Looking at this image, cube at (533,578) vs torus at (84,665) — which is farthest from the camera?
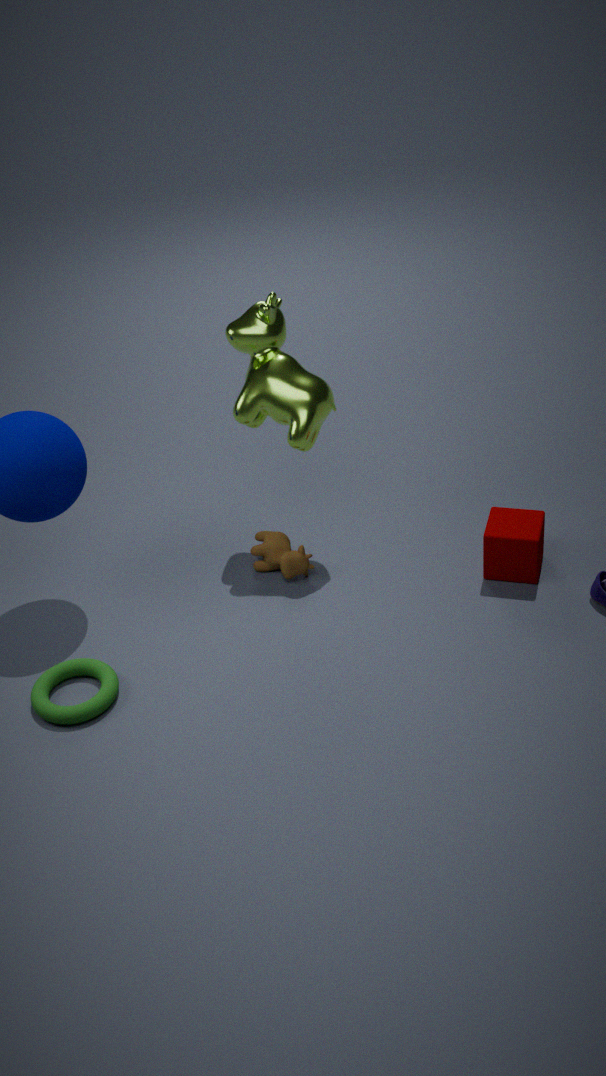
cube at (533,578)
